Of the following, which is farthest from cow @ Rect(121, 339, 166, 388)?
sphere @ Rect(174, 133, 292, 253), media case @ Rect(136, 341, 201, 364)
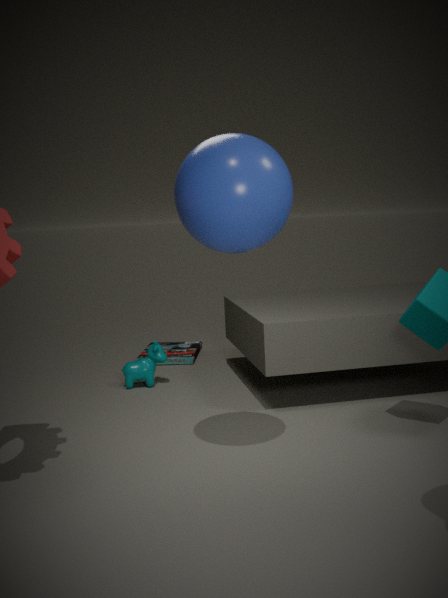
sphere @ Rect(174, 133, 292, 253)
